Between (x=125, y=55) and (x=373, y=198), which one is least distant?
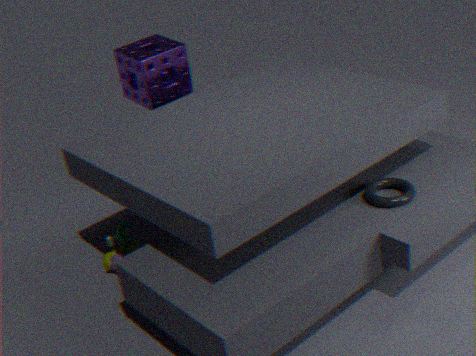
(x=373, y=198)
